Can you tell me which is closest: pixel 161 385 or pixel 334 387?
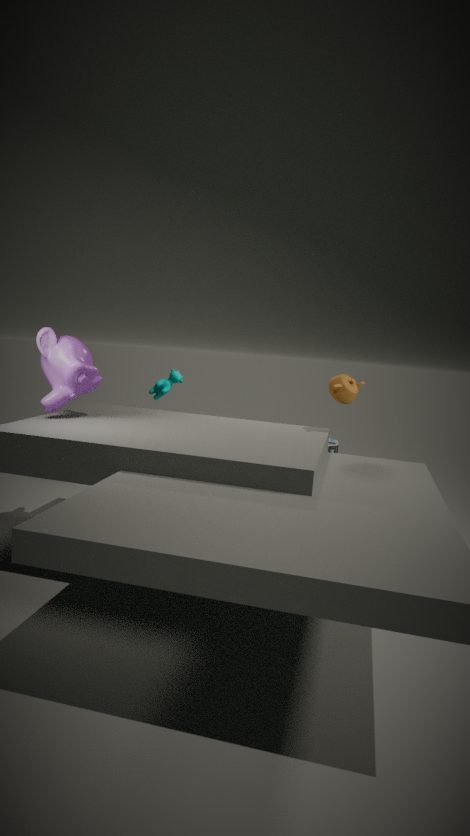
pixel 334 387
